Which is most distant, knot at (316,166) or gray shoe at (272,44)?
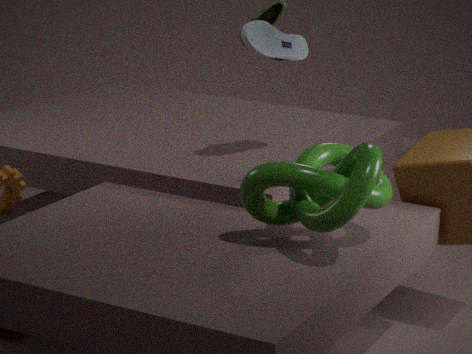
gray shoe at (272,44)
